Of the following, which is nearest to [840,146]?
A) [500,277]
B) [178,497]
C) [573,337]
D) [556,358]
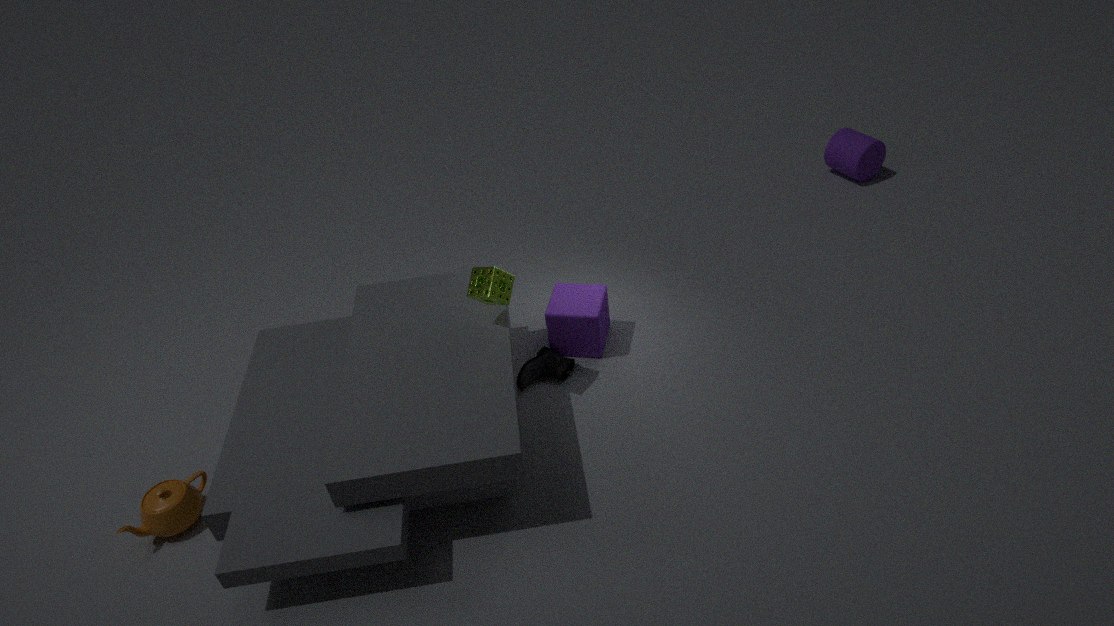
[573,337]
